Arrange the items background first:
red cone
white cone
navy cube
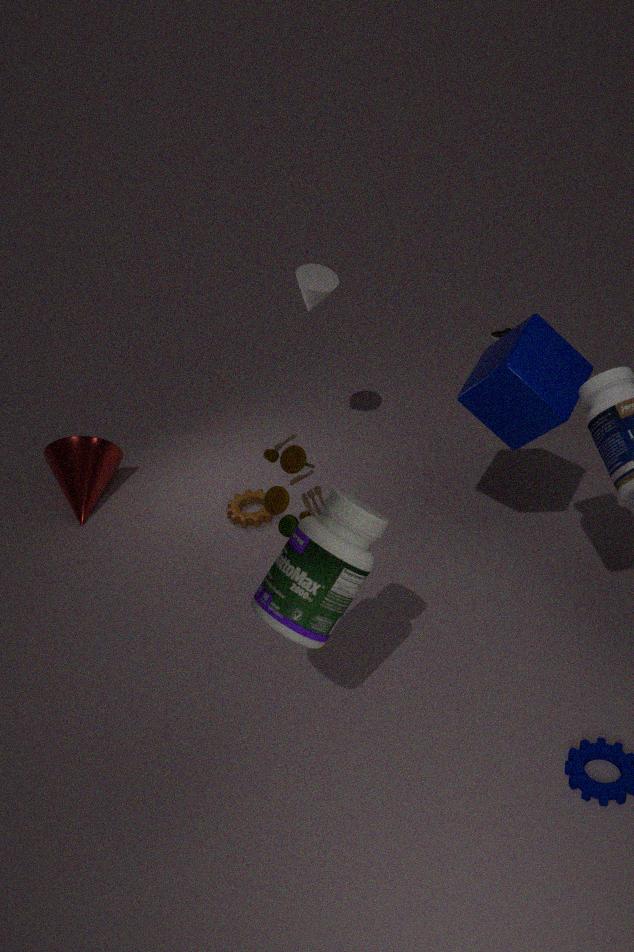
red cone < white cone < navy cube
